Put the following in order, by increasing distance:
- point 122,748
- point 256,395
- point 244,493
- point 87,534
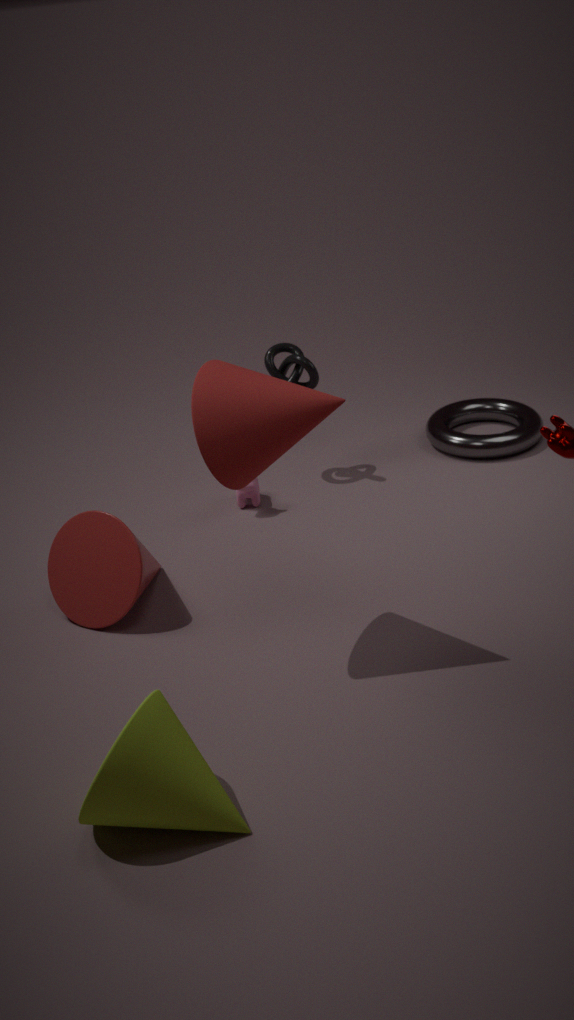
point 122,748
point 256,395
point 87,534
point 244,493
